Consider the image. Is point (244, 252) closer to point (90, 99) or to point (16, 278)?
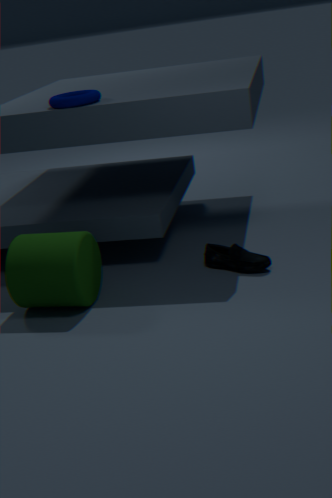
point (16, 278)
